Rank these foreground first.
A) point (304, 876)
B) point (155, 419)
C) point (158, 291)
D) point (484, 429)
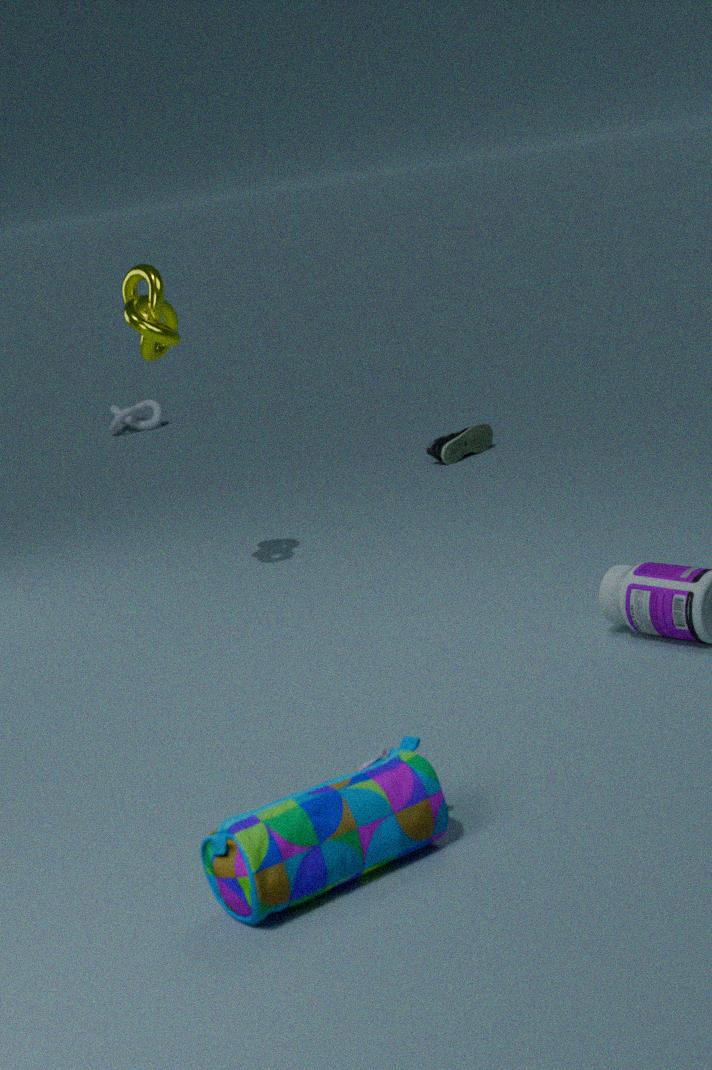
point (304, 876) < point (158, 291) < point (484, 429) < point (155, 419)
